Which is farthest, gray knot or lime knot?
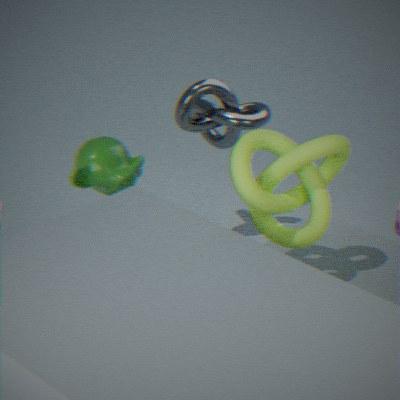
gray knot
